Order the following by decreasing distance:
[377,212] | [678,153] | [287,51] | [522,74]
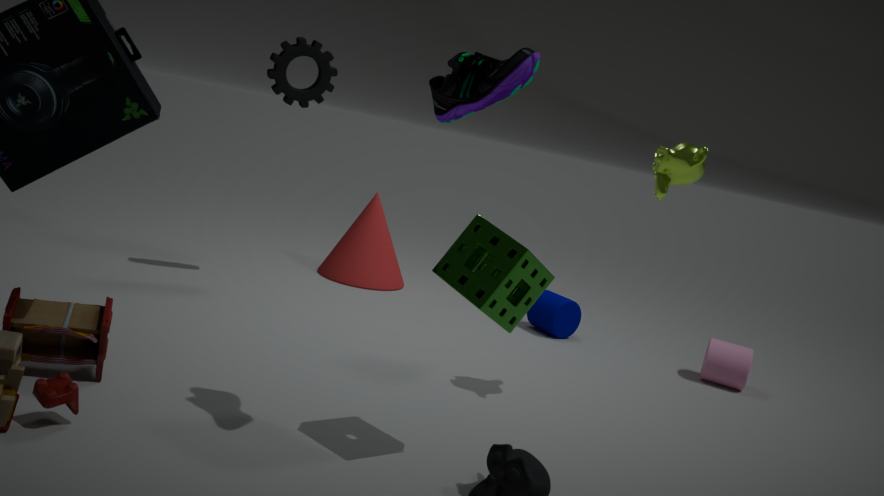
[377,212], [287,51], [678,153], [522,74]
